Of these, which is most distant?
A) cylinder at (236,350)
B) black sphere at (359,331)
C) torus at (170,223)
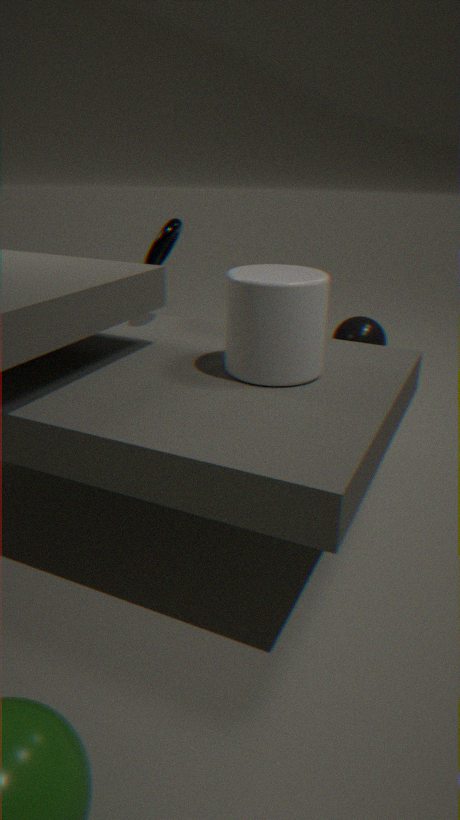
black sphere at (359,331)
